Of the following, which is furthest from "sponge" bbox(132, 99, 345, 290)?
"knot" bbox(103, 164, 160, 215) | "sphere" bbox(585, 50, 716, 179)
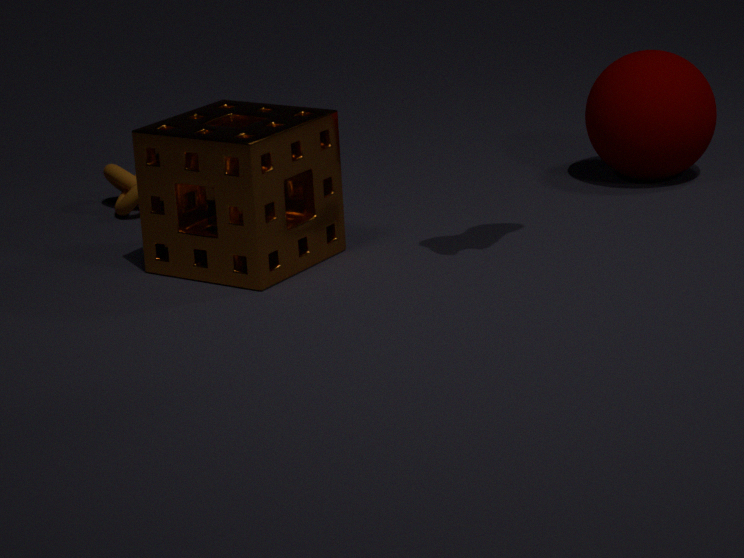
"sphere" bbox(585, 50, 716, 179)
